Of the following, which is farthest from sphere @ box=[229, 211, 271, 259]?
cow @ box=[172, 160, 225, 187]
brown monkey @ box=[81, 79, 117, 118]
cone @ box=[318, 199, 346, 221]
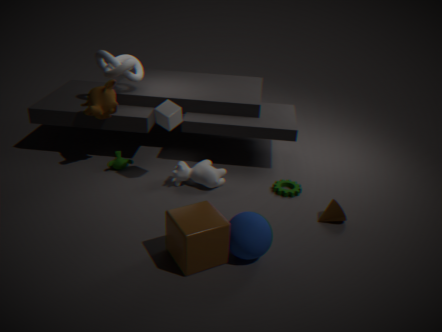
brown monkey @ box=[81, 79, 117, 118]
